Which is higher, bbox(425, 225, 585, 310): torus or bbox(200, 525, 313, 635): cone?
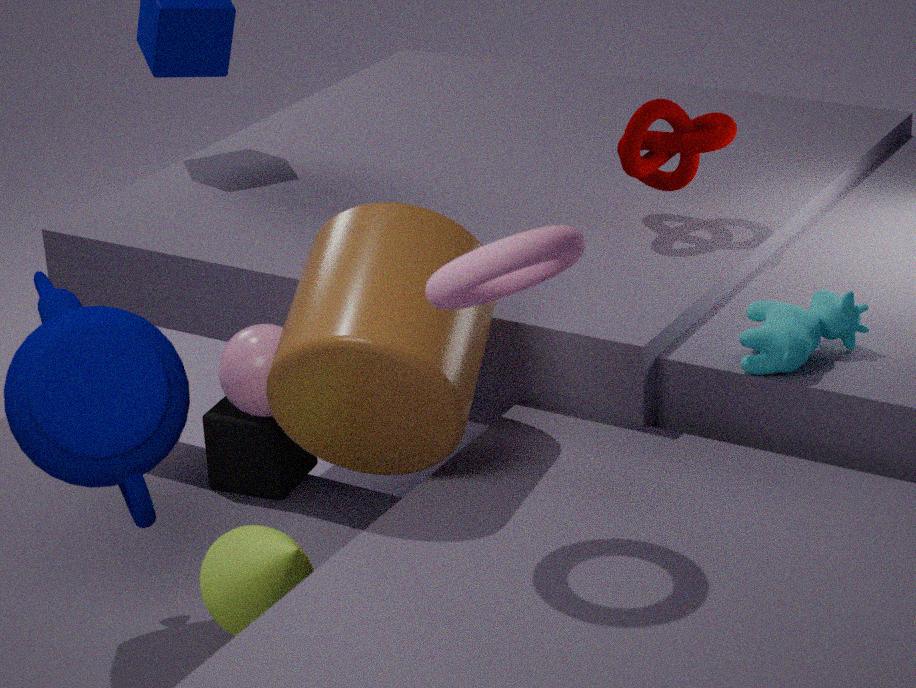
bbox(425, 225, 585, 310): torus
